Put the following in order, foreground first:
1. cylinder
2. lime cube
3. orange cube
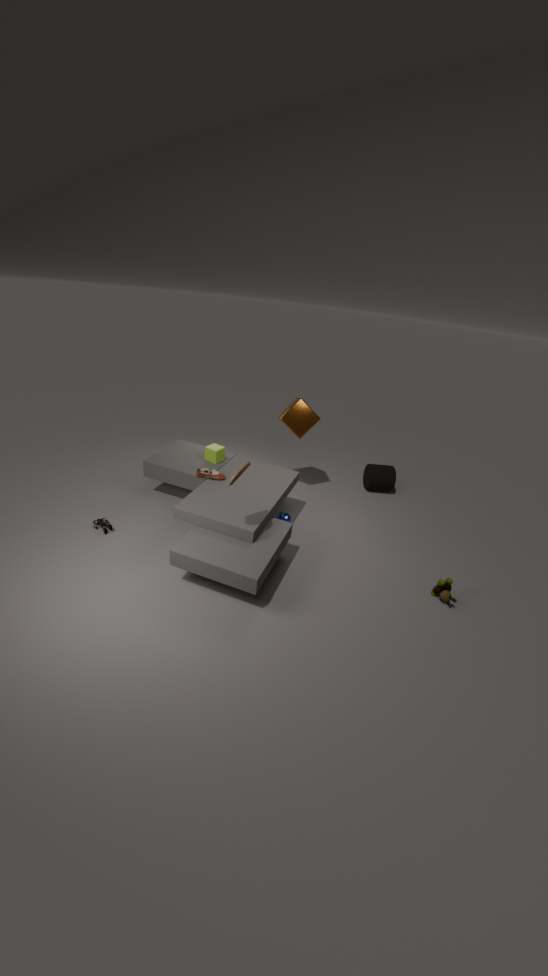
lime cube, orange cube, cylinder
